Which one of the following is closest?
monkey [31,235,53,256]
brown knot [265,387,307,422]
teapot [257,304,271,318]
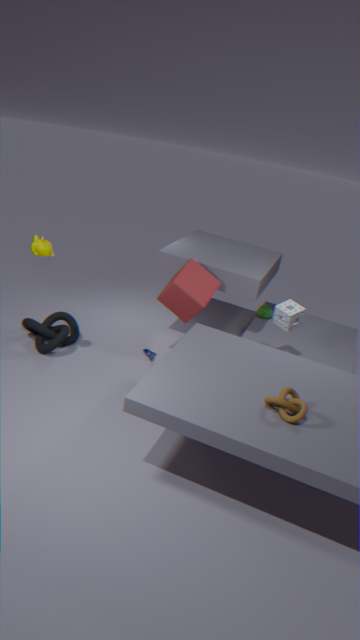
brown knot [265,387,307,422]
